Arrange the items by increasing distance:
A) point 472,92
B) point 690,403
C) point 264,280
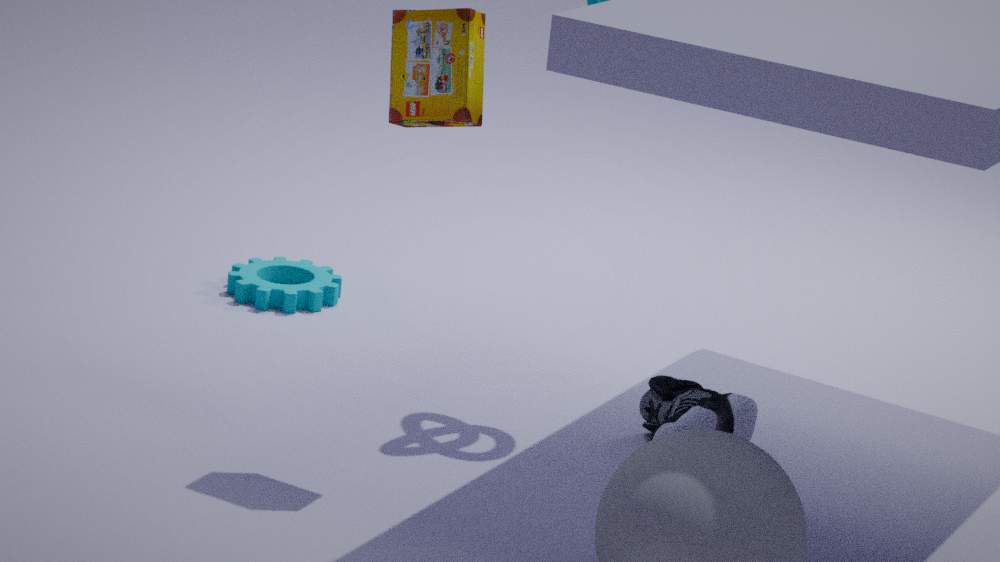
A. point 472,92 < B. point 690,403 < C. point 264,280
